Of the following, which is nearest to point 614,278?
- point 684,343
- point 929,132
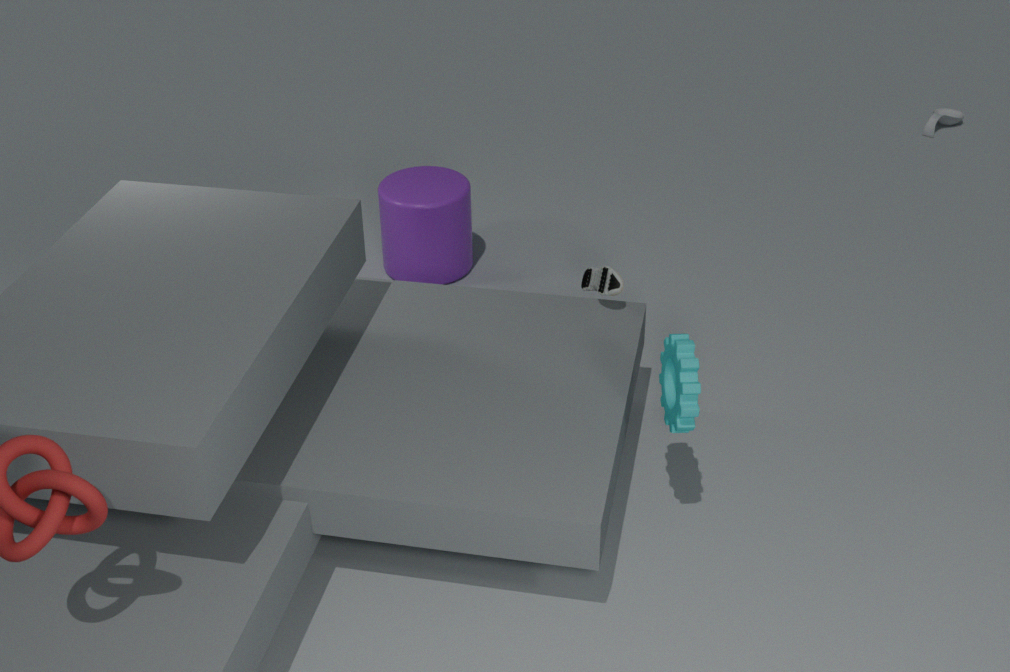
point 684,343
